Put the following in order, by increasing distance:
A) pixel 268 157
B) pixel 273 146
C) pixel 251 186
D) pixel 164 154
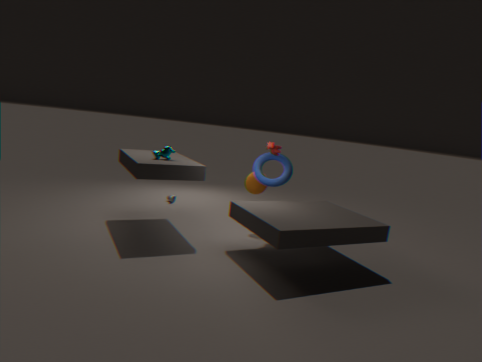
pixel 164 154
pixel 273 146
pixel 268 157
pixel 251 186
